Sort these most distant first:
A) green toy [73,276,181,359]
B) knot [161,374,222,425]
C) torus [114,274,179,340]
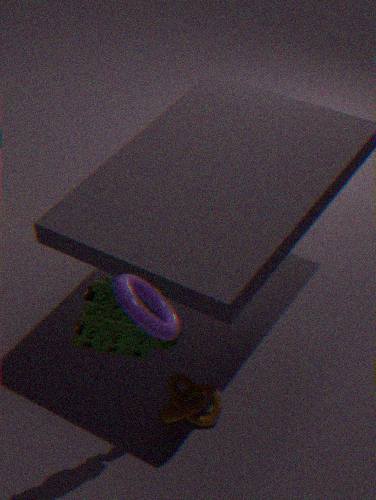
knot [161,374,222,425]
green toy [73,276,181,359]
torus [114,274,179,340]
